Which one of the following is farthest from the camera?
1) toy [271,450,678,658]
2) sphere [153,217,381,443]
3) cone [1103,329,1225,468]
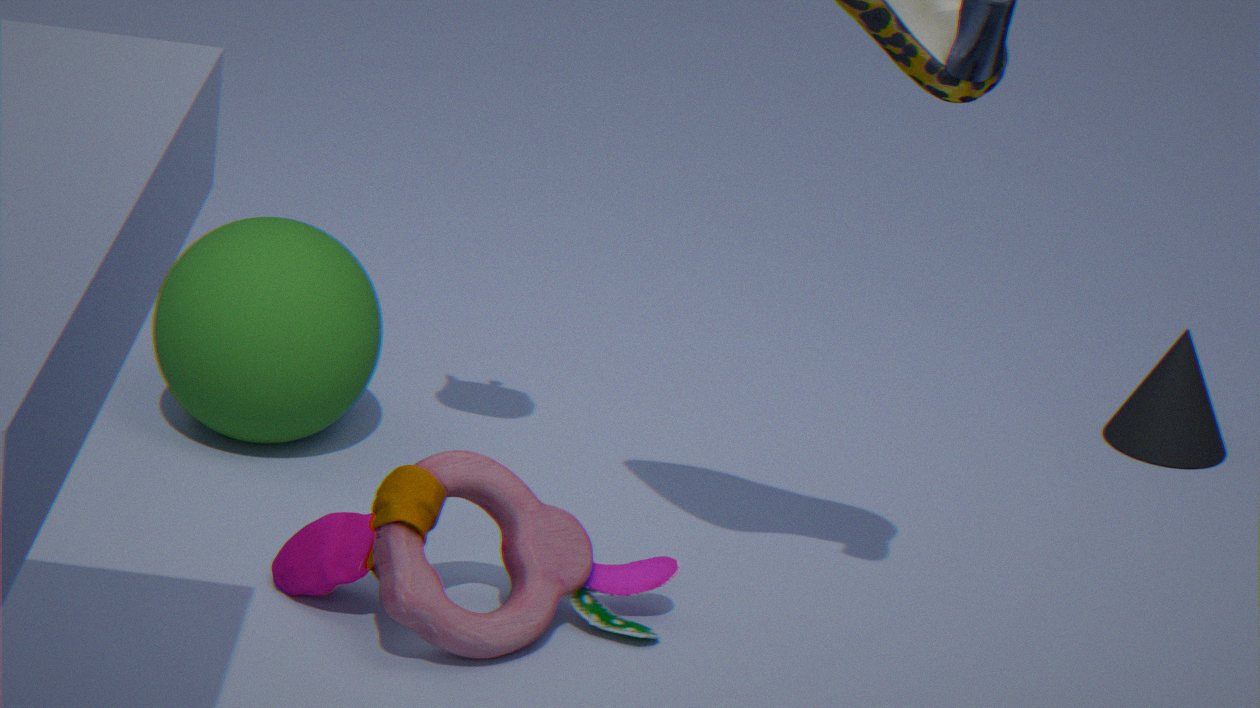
3. cone [1103,329,1225,468]
